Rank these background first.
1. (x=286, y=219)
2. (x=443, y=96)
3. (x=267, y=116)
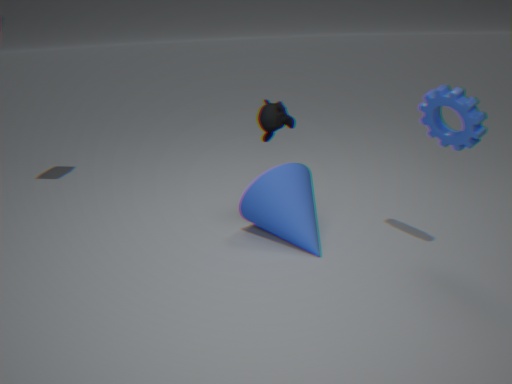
(x=267, y=116) < (x=286, y=219) < (x=443, y=96)
